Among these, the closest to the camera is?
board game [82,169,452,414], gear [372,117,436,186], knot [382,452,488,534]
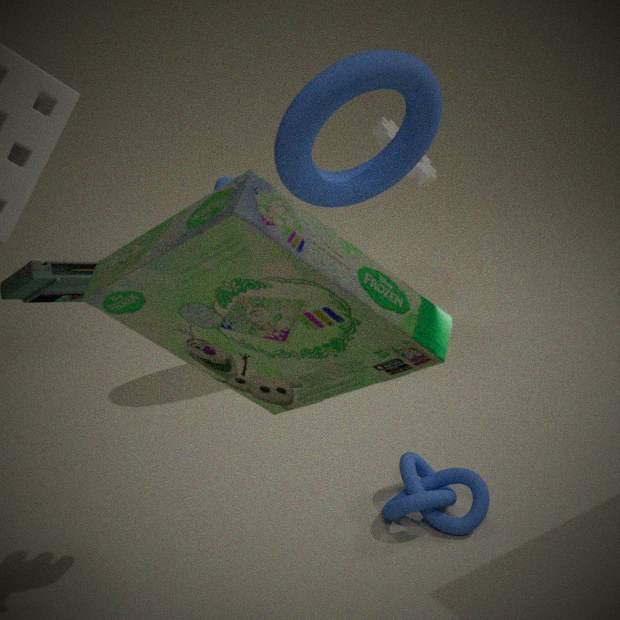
board game [82,169,452,414]
